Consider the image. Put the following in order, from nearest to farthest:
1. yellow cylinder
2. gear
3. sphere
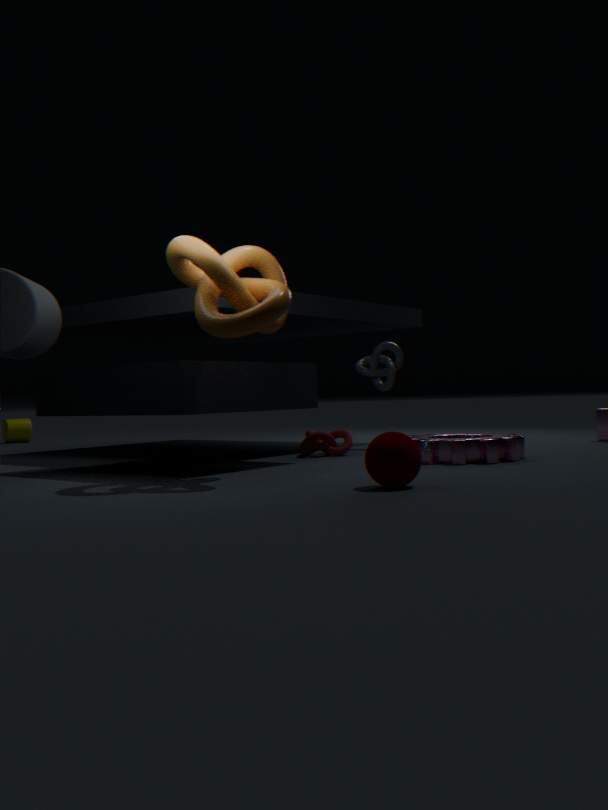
1. sphere
2. gear
3. yellow cylinder
